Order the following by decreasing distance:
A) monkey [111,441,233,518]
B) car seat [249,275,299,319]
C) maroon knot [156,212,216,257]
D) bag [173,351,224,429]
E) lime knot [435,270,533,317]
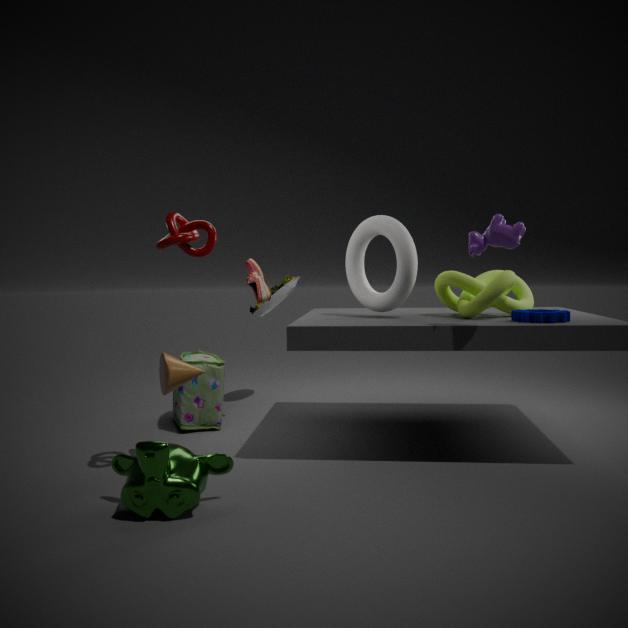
1. car seat [249,275,299,319]
2. bag [173,351,224,429]
3. lime knot [435,270,533,317]
4. maroon knot [156,212,216,257]
5. monkey [111,441,233,518]
